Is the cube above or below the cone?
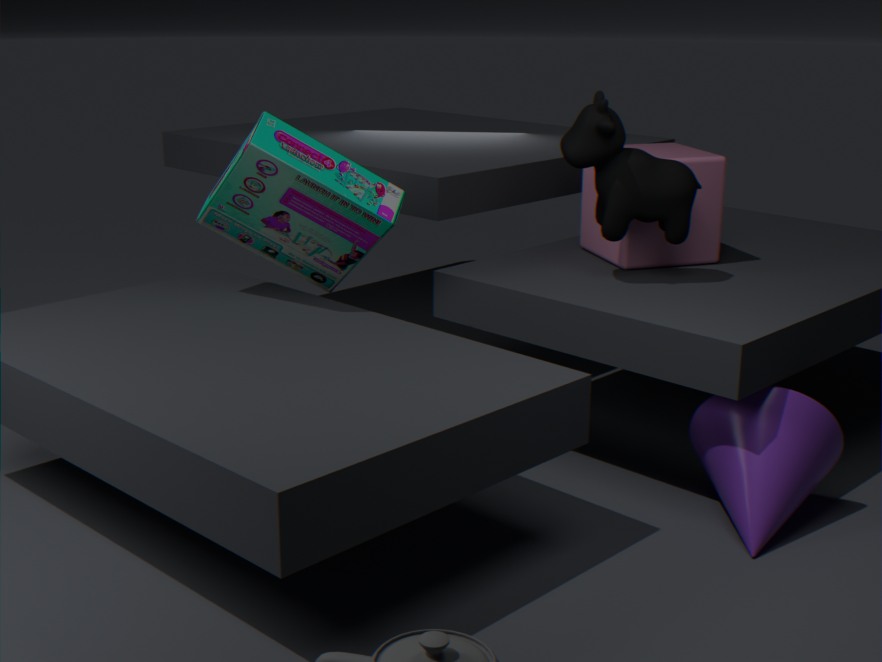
above
